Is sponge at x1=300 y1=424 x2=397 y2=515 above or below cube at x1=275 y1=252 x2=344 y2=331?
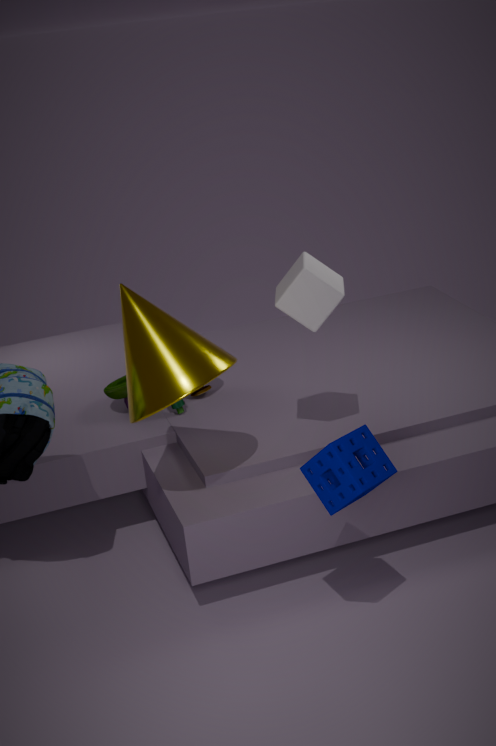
below
